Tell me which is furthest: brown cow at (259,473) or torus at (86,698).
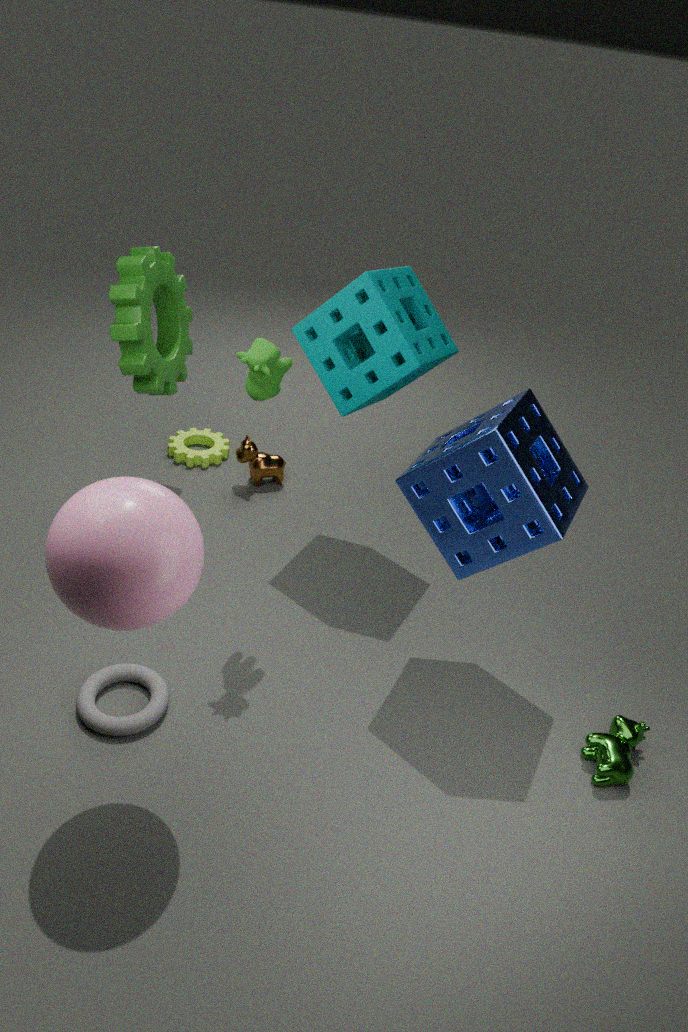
brown cow at (259,473)
